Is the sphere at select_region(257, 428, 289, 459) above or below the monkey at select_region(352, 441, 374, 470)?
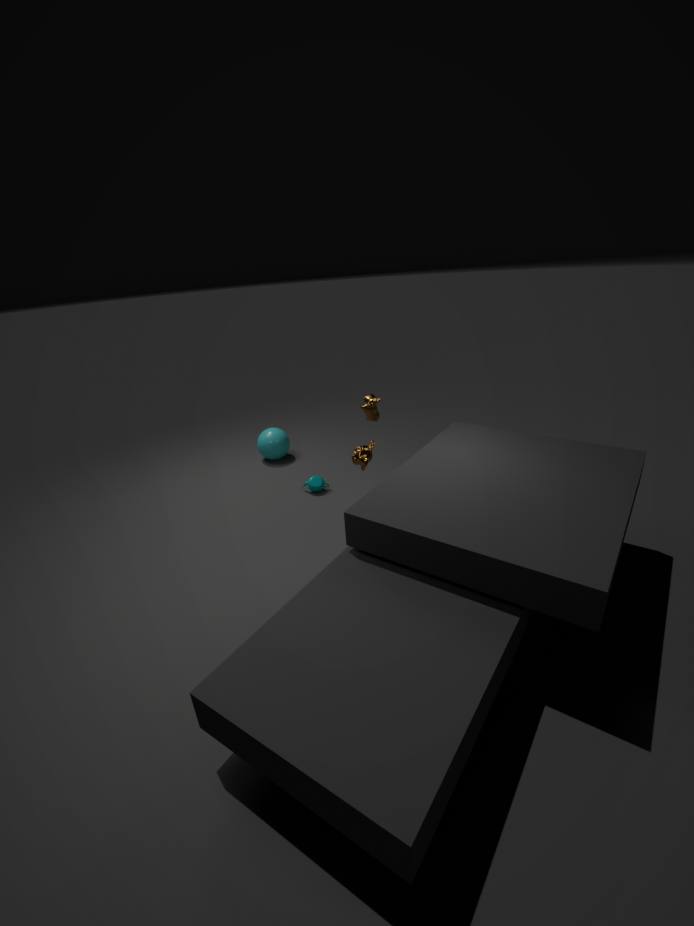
below
